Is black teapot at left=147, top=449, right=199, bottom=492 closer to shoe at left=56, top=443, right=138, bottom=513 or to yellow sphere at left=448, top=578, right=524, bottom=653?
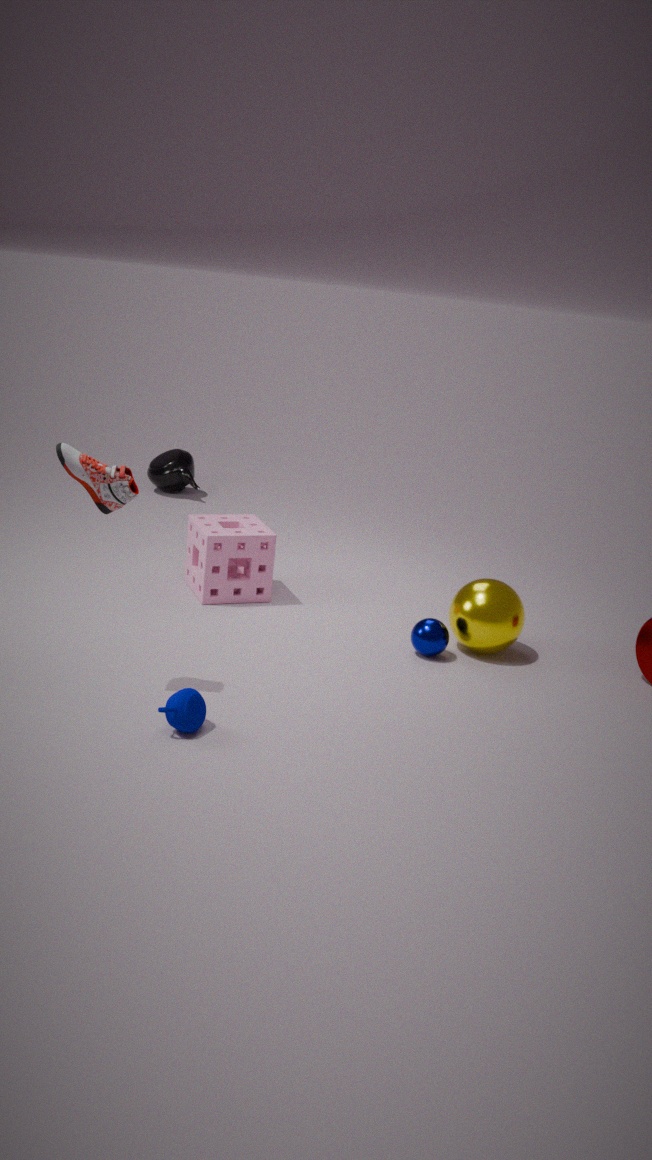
yellow sphere at left=448, top=578, right=524, bottom=653
